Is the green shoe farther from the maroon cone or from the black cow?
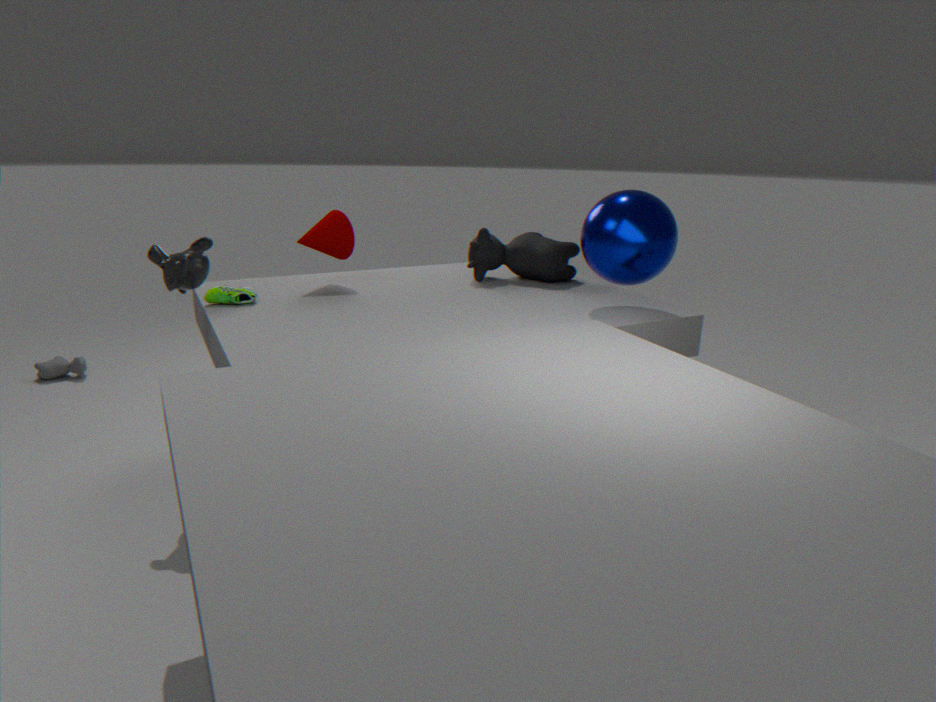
the black cow
